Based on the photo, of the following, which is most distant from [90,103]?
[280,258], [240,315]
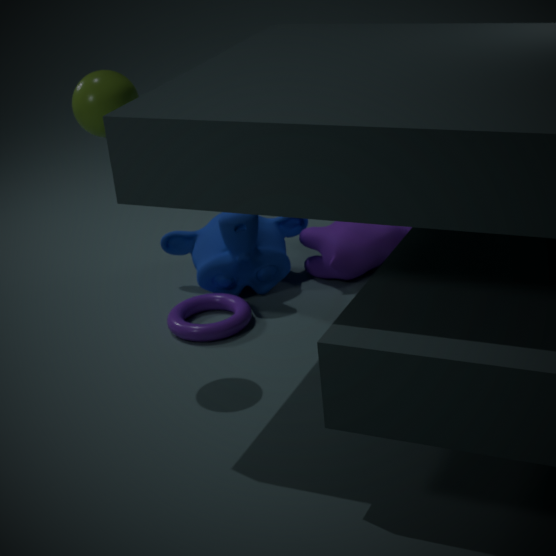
[280,258]
